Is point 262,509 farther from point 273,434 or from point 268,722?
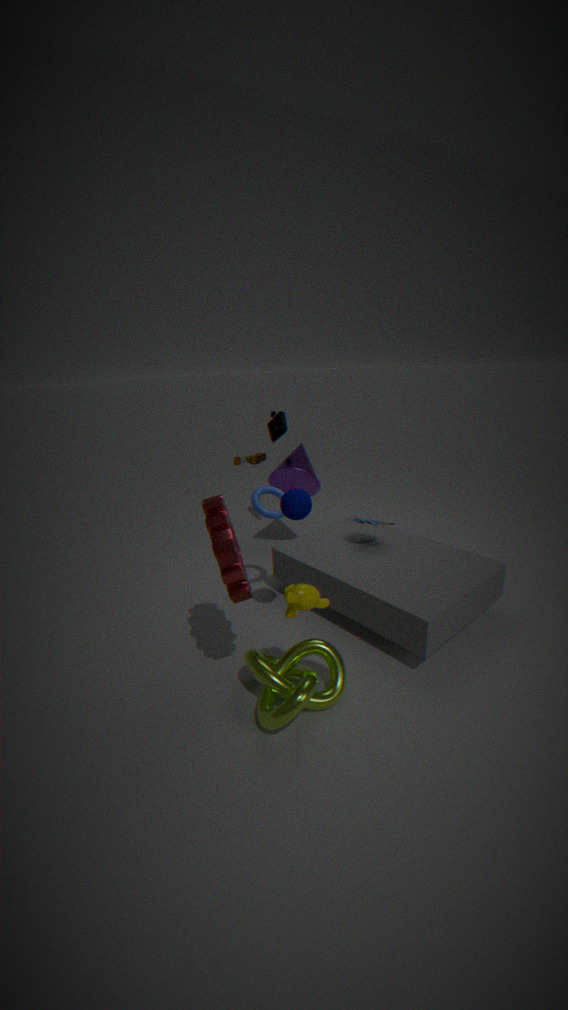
point 273,434
